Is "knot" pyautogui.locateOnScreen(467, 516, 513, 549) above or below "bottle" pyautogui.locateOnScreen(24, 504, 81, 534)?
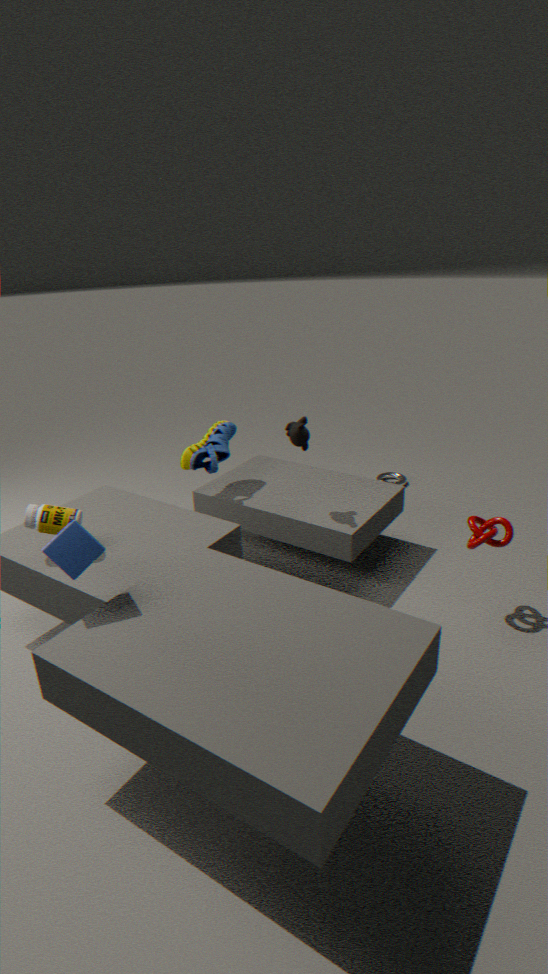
below
